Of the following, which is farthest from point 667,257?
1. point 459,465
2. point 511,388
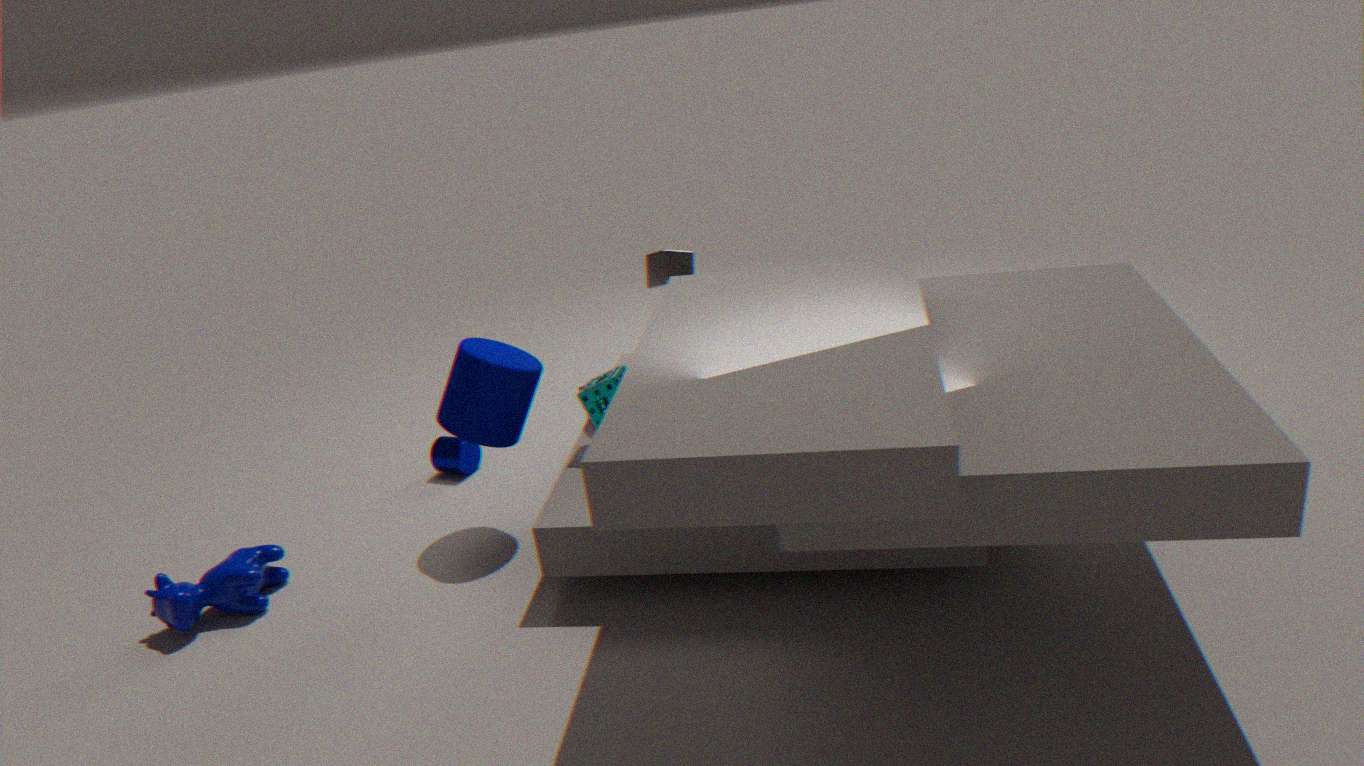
point 459,465
